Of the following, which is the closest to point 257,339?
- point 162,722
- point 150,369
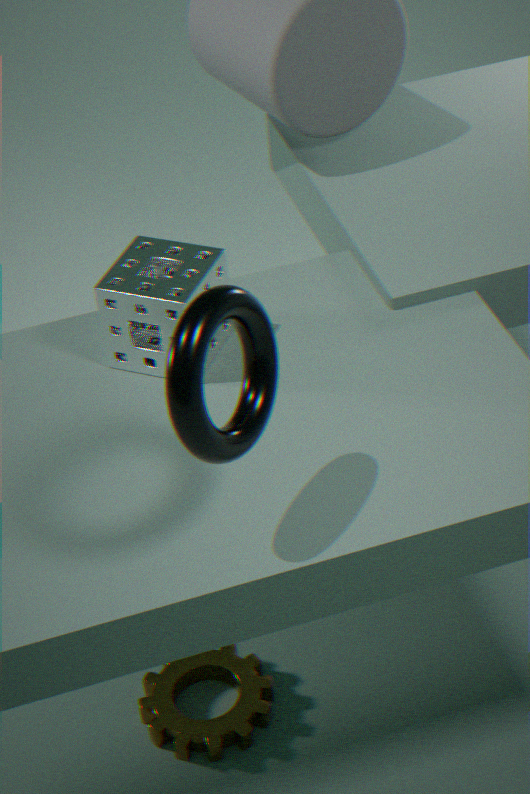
point 150,369
